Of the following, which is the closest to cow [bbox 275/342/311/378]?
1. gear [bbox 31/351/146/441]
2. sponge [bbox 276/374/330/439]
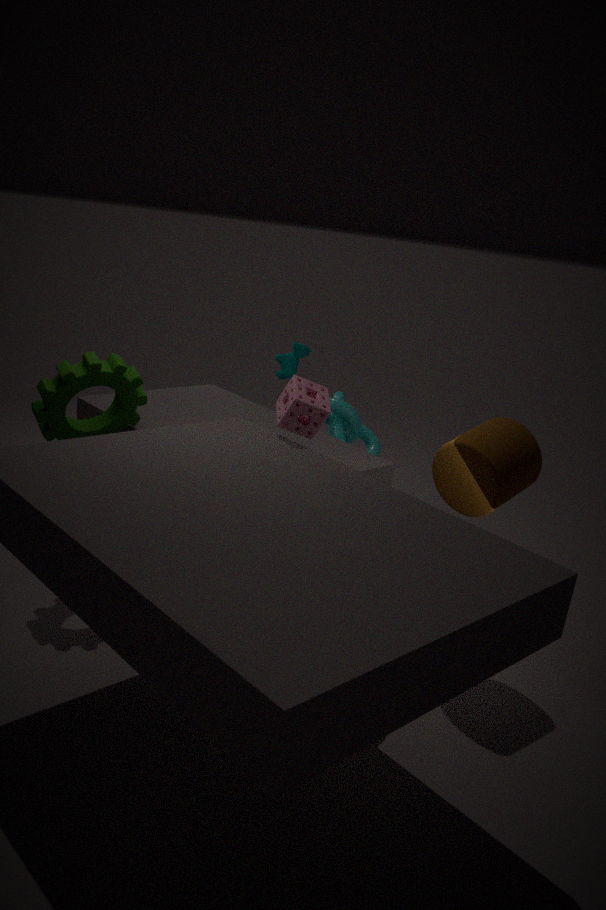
gear [bbox 31/351/146/441]
